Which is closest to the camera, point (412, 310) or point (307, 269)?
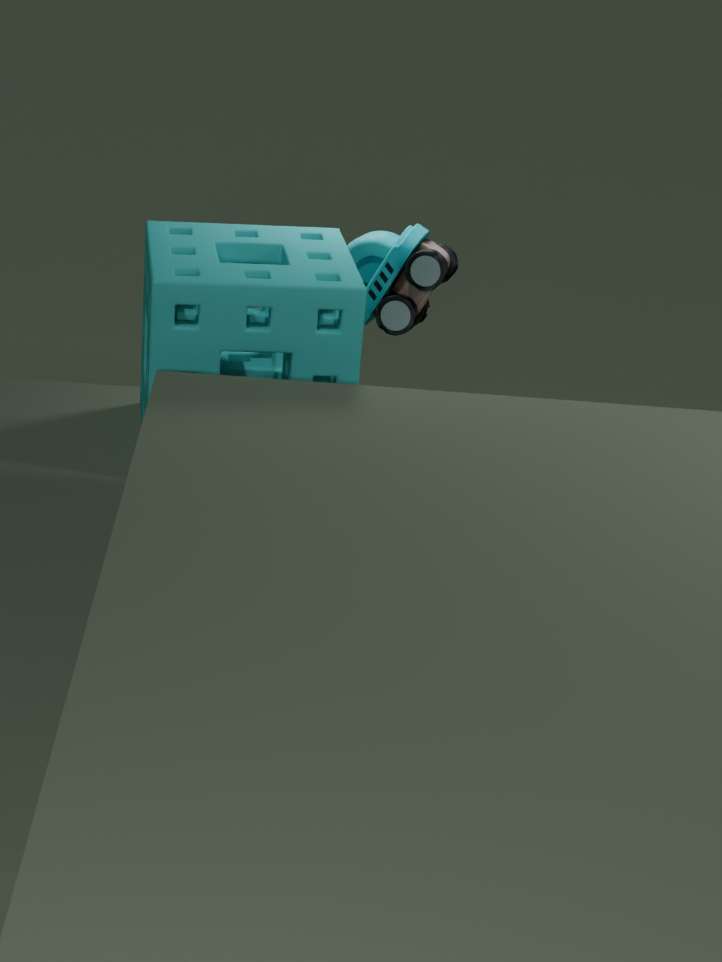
point (307, 269)
